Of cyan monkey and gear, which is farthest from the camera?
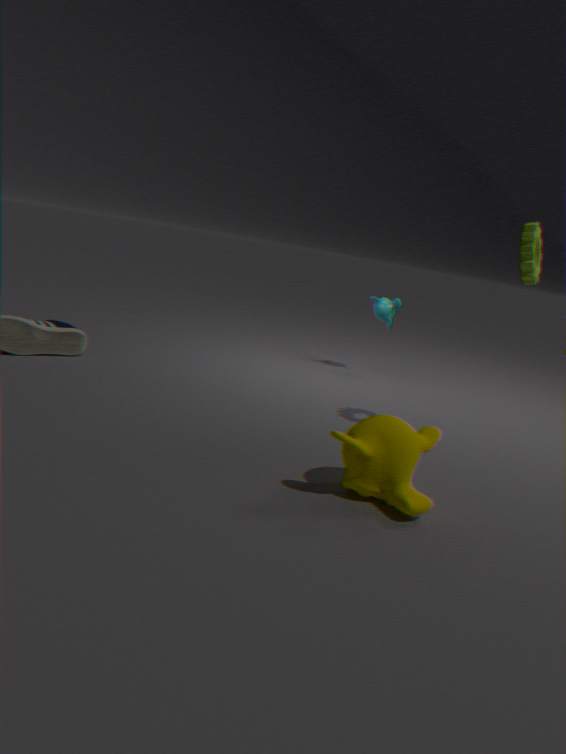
cyan monkey
